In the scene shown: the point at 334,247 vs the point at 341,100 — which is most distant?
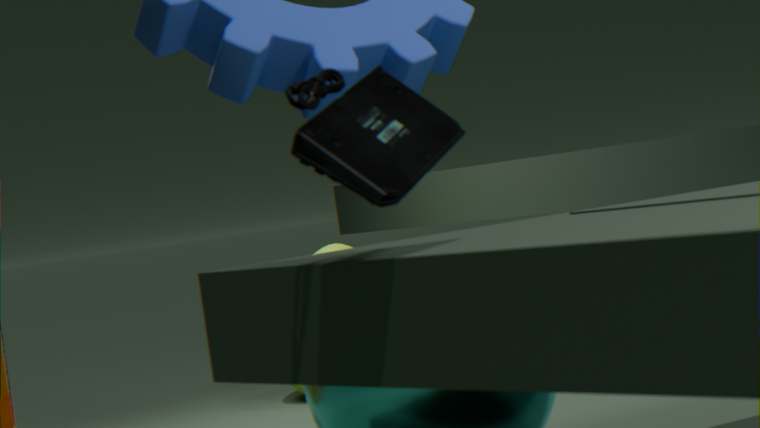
the point at 334,247
